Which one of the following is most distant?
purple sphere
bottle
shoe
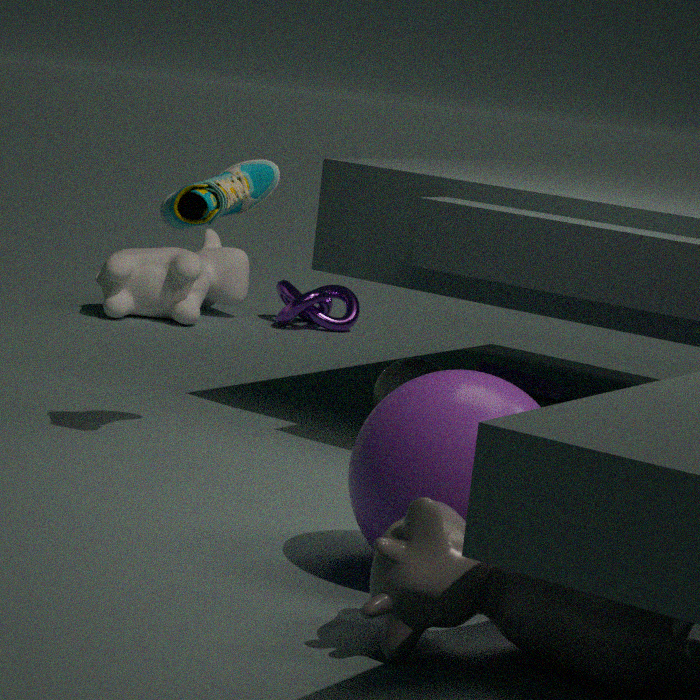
bottle
